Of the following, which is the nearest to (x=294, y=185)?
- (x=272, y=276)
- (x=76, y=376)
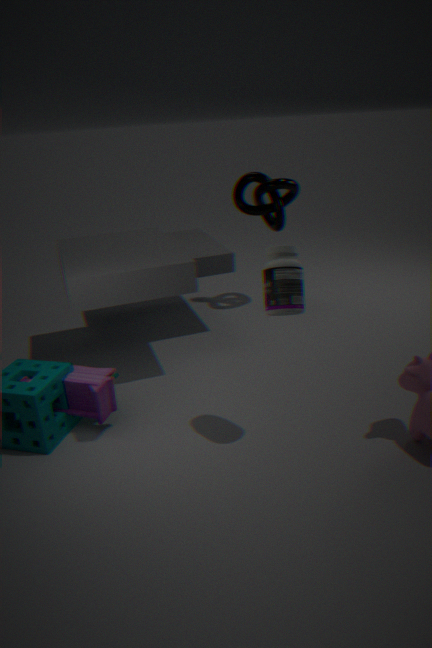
(x=272, y=276)
